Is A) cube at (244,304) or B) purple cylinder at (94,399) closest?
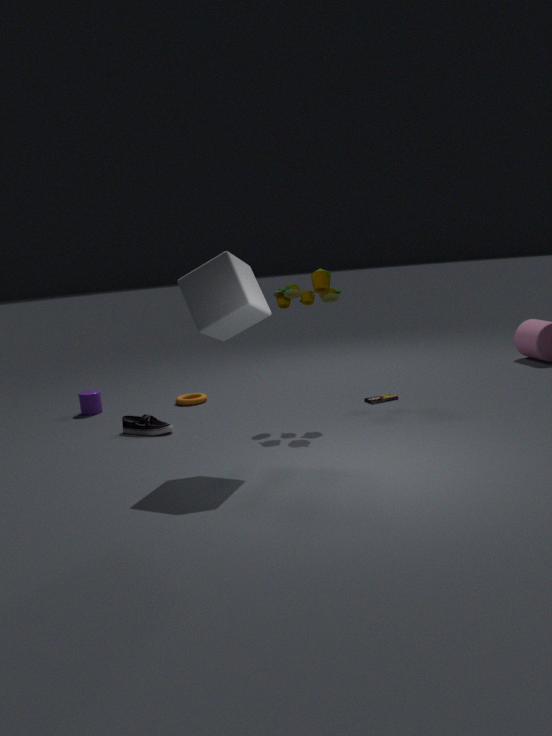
A. cube at (244,304)
